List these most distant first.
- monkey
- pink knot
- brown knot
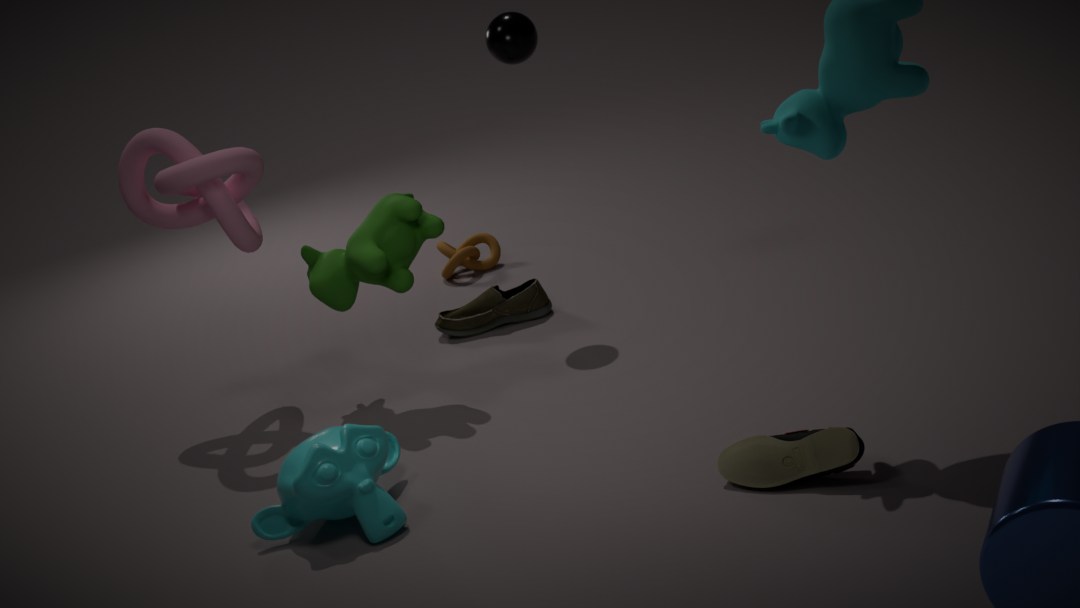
brown knot
pink knot
monkey
